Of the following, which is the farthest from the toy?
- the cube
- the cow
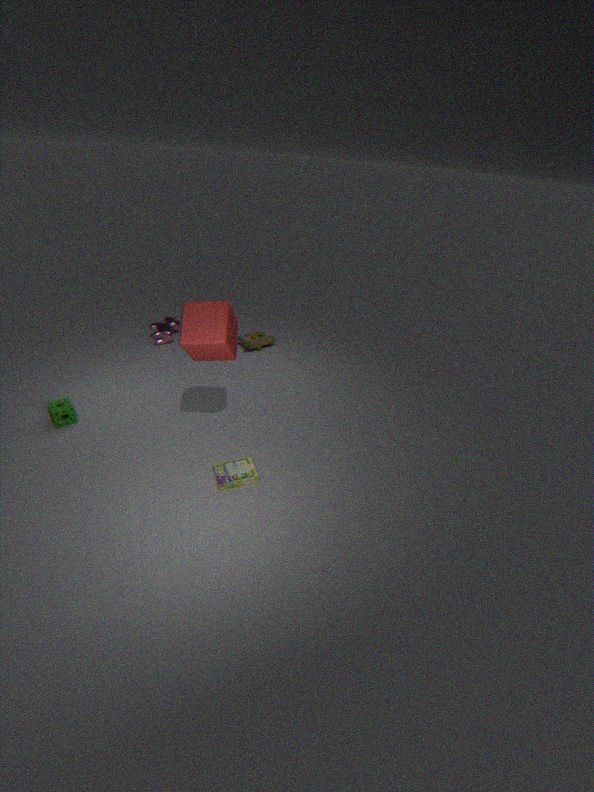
the cube
